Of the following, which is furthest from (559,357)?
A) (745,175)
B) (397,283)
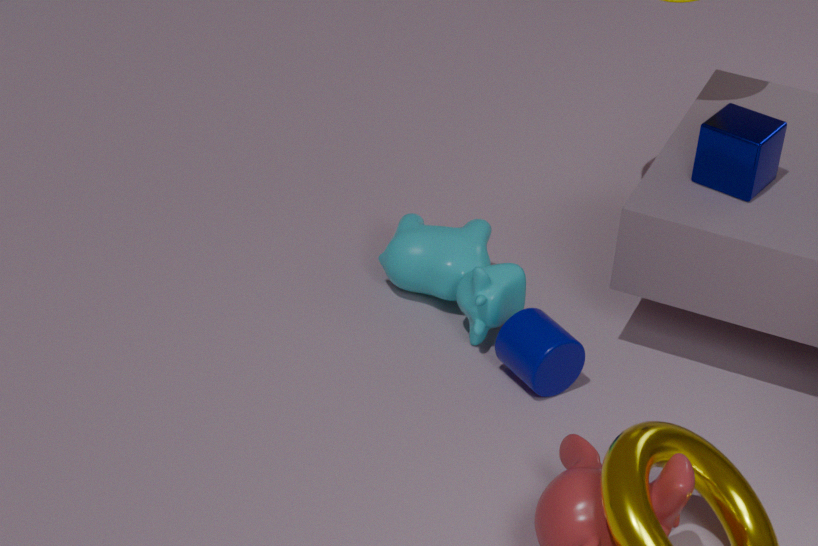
(745,175)
